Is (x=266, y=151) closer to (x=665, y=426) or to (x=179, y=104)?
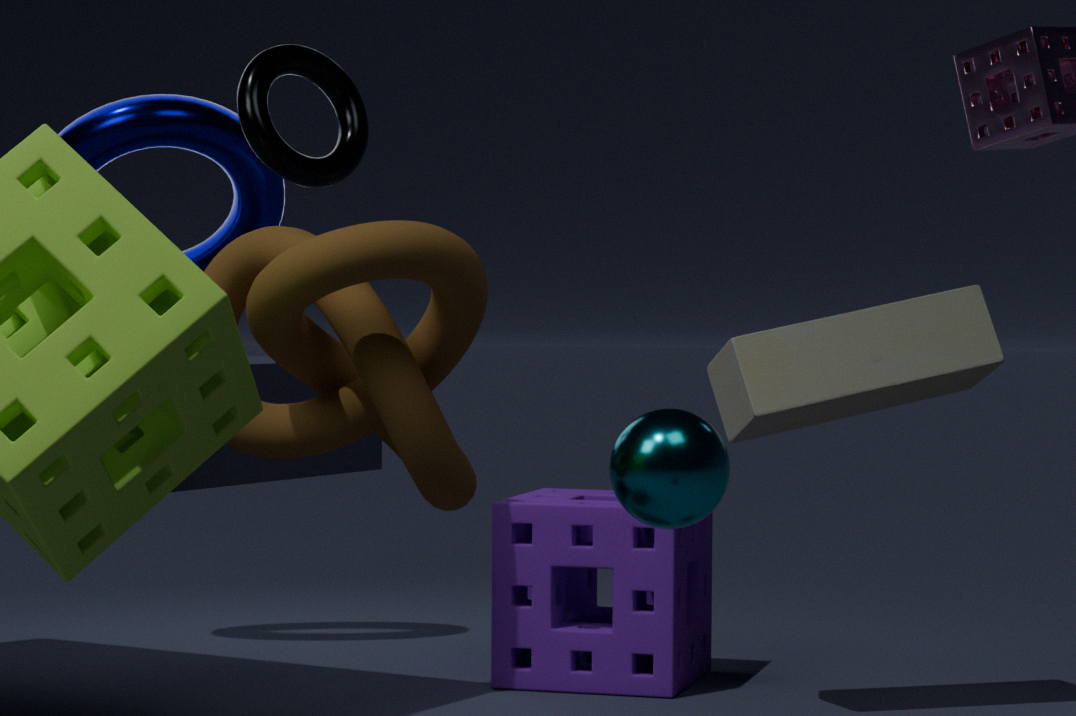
(x=179, y=104)
